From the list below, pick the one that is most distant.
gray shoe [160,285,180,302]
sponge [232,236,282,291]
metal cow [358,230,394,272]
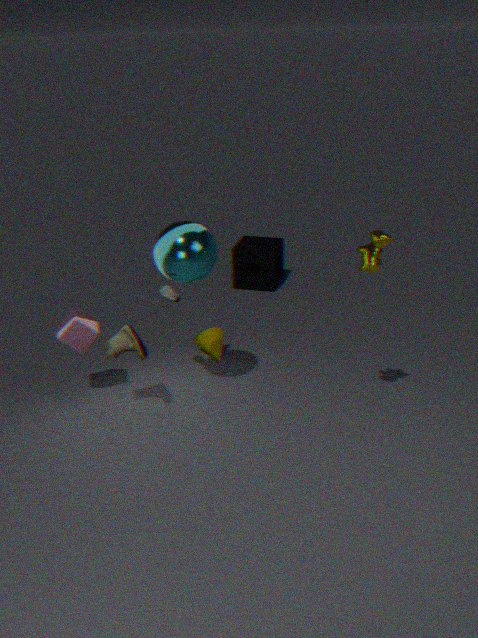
sponge [232,236,282,291]
